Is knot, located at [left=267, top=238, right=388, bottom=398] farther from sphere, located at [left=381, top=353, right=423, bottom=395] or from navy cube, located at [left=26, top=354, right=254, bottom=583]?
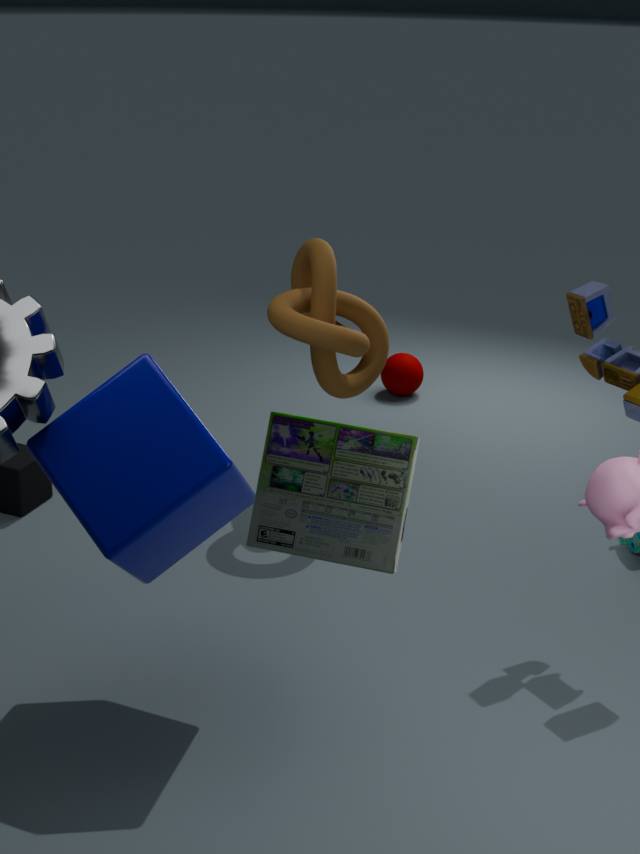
sphere, located at [left=381, top=353, right=423, bottom=395]
